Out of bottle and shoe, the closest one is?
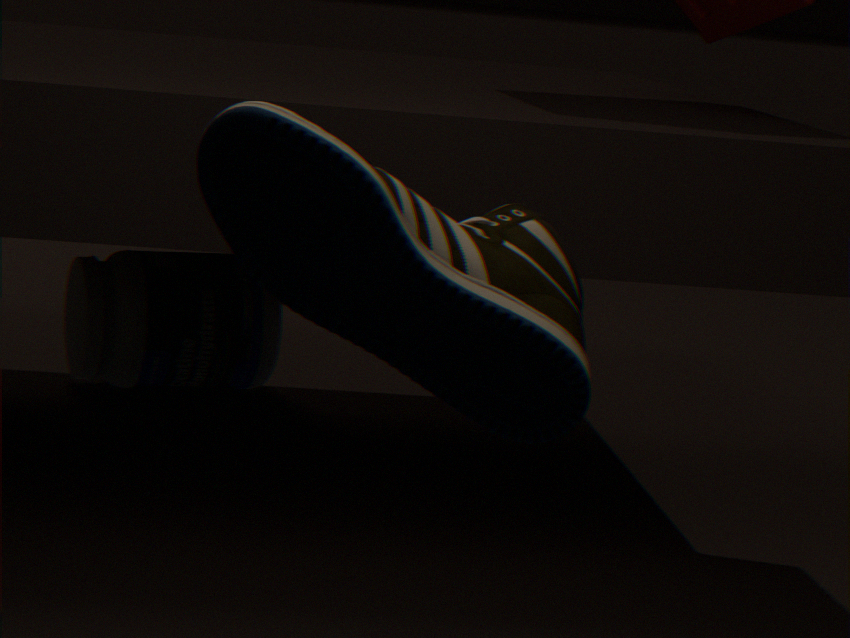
shoe
